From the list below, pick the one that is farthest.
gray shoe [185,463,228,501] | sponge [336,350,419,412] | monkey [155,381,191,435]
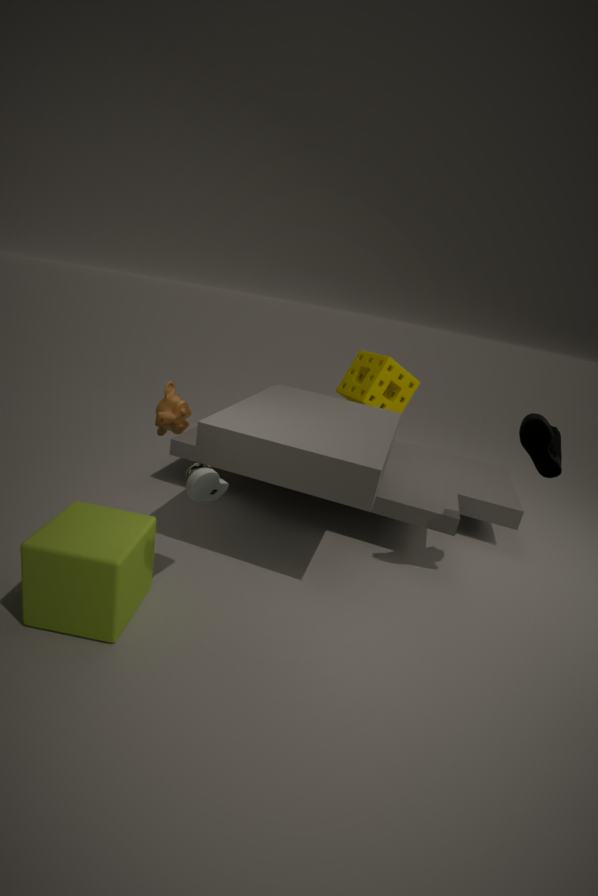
sponge [336,350,419,412]
